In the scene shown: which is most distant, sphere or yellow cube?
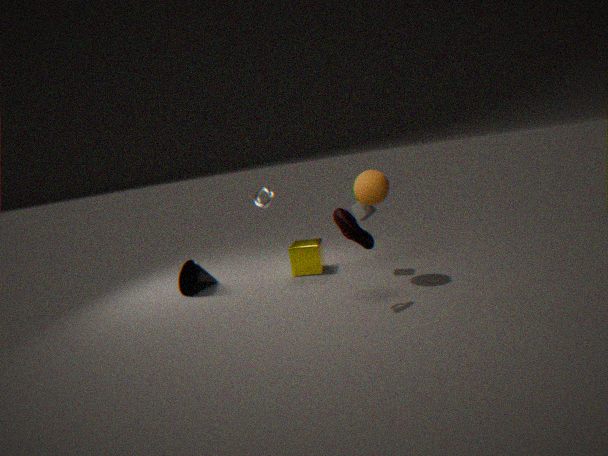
yellow cube
